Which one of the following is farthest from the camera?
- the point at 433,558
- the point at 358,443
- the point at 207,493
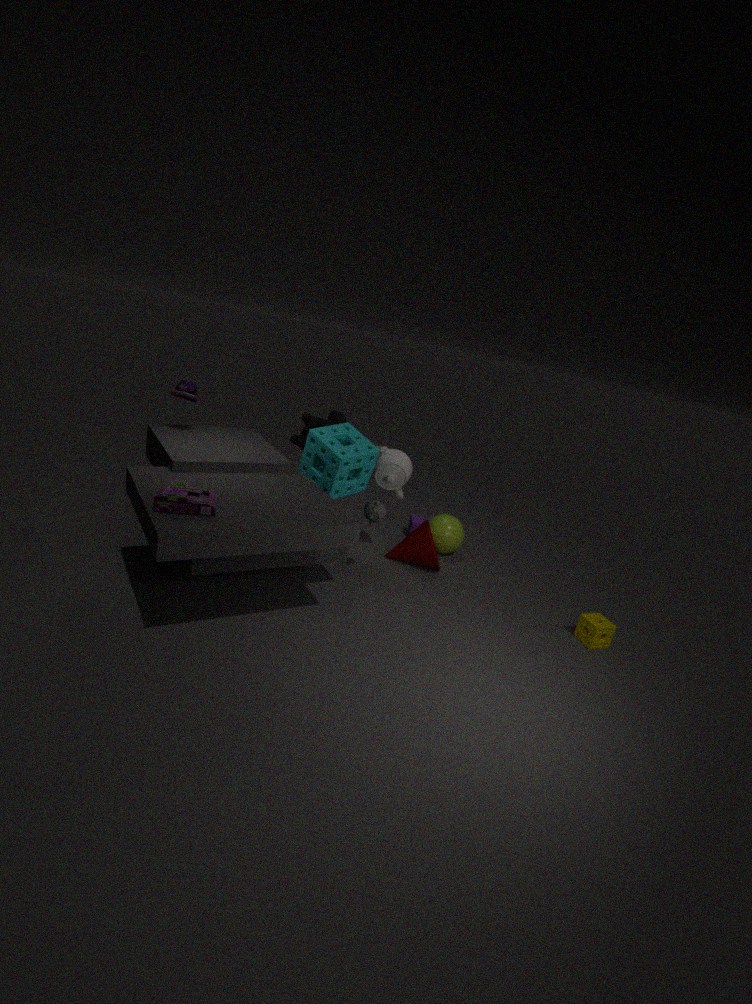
the point at 433,558
